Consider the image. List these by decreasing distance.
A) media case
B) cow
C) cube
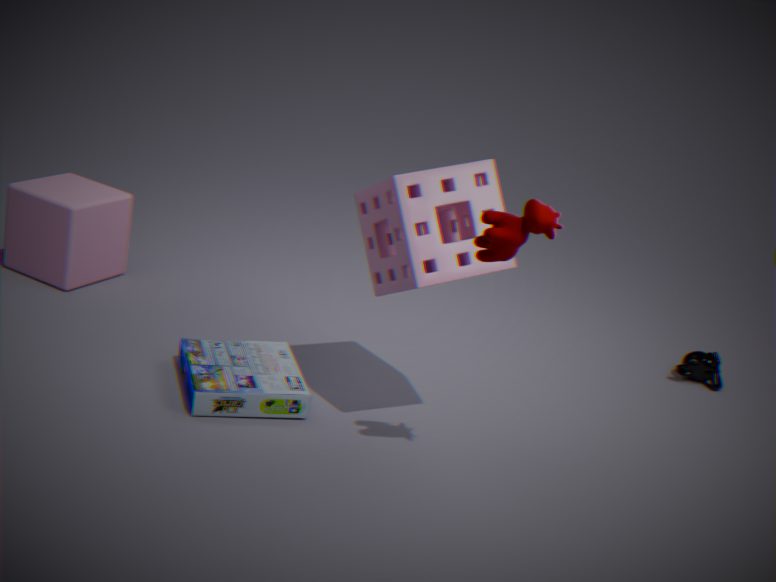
1. cube
2. media case
3. cow
